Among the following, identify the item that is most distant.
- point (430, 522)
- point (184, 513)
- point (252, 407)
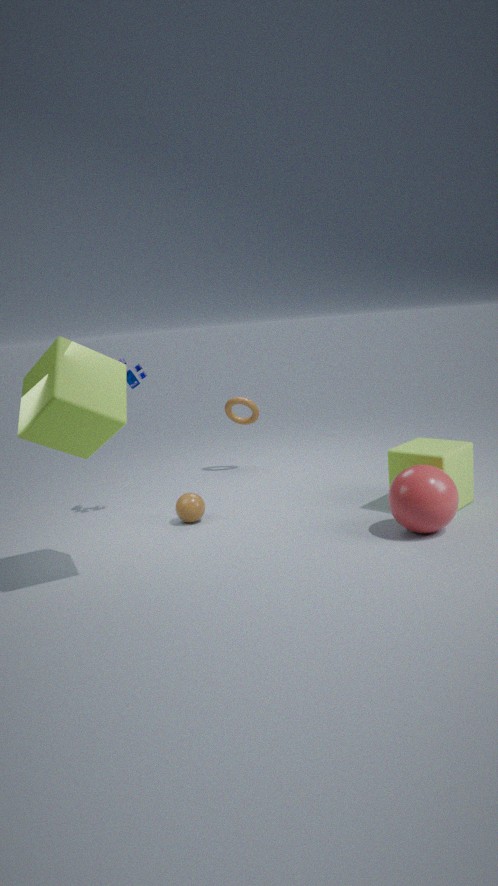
point (252, 407)
